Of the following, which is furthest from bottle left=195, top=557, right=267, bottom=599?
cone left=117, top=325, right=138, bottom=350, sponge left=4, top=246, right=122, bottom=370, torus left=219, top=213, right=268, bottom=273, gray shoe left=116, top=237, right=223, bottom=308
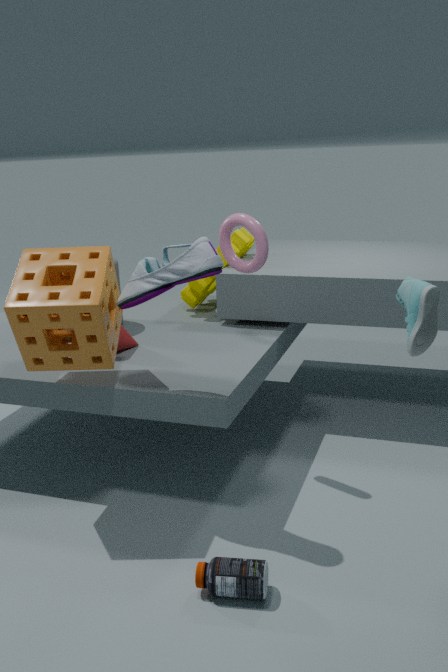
torus left=219, top=213, right=268, bottom=273
